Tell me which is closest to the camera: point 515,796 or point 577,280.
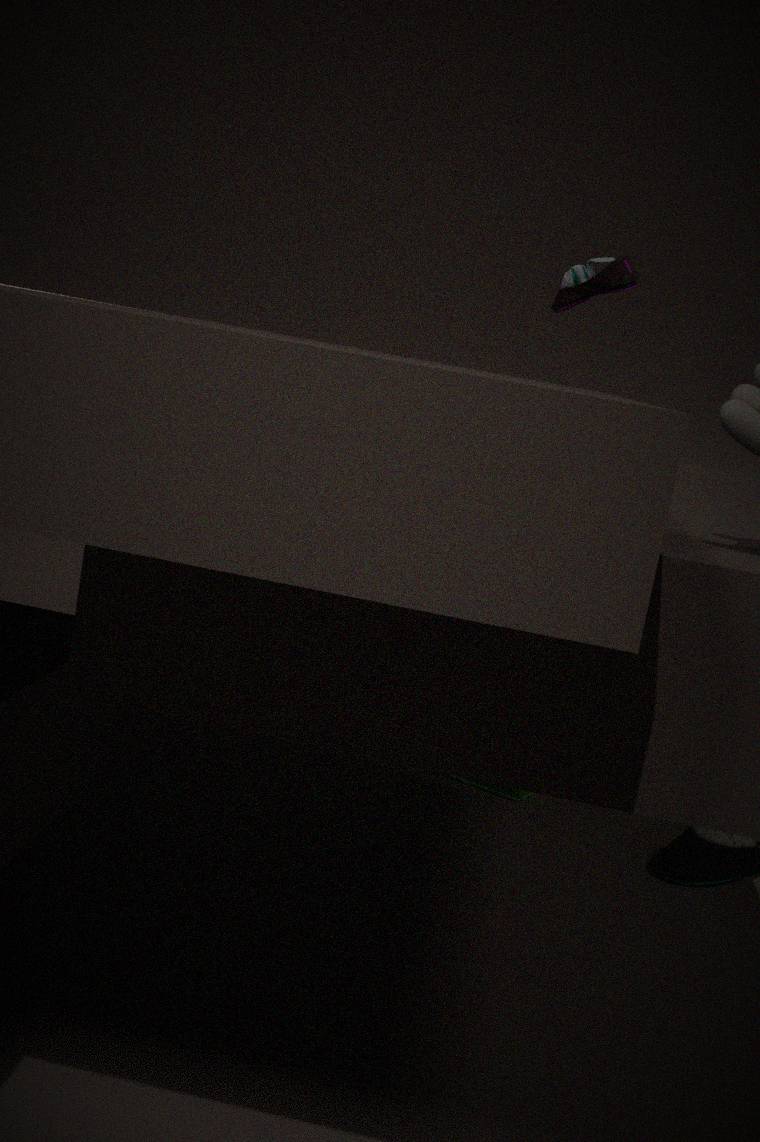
point 577,280
